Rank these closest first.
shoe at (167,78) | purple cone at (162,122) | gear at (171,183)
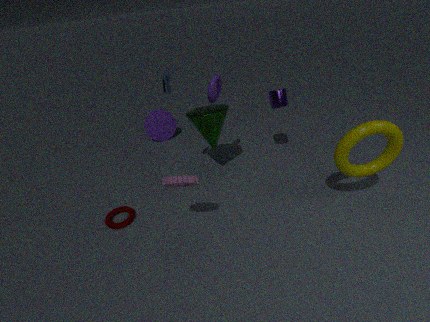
gear at (171,183)
shoe at (167,78)
purple cone at (162,122)
